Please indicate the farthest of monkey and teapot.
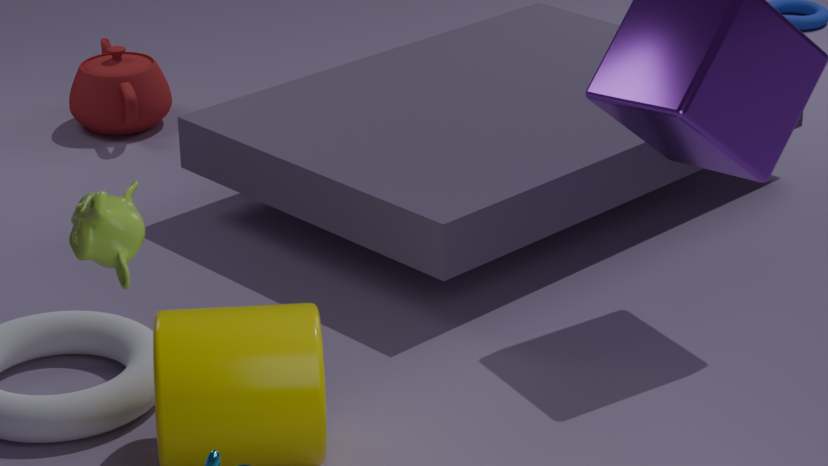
teapot
